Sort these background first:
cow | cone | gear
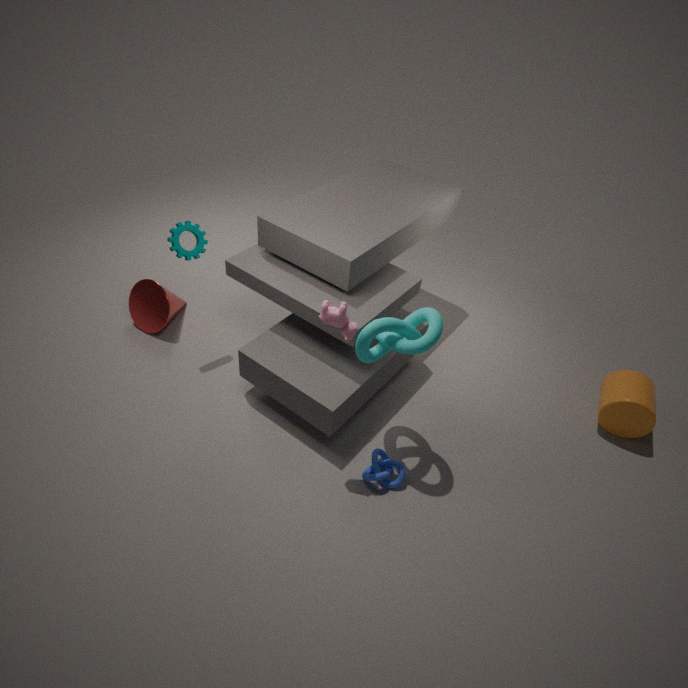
cone → gear → cow
